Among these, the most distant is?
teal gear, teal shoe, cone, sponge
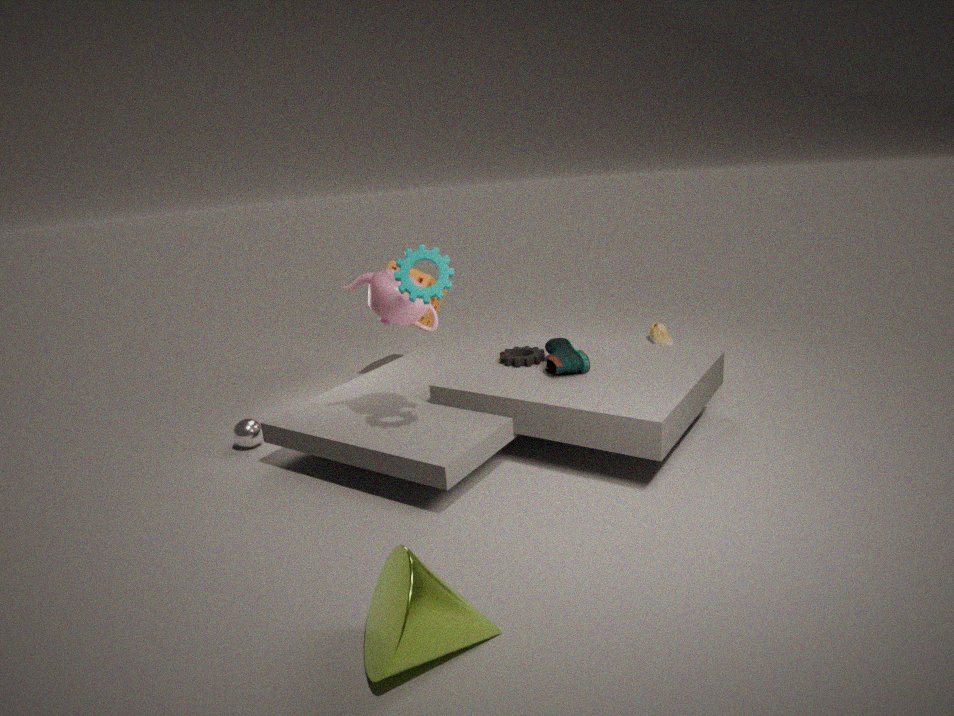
sponge
